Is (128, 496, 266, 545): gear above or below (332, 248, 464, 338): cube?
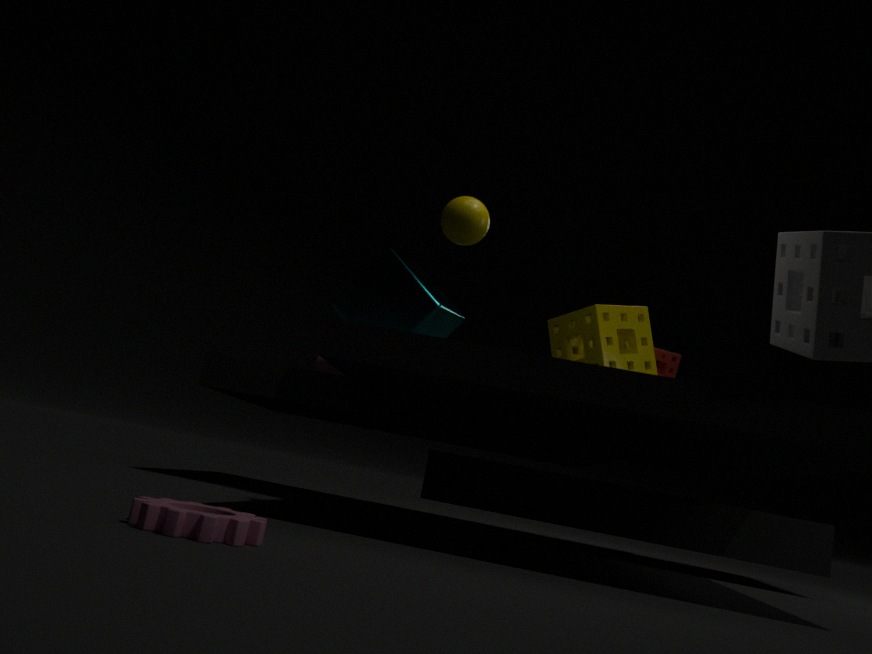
below
